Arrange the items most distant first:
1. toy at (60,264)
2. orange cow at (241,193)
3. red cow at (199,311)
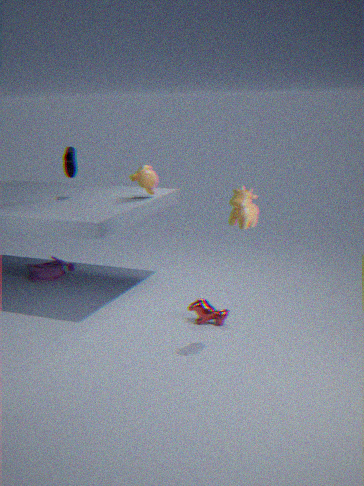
1. toy at (60,264)
2. red cow at (199,311)
3. orange cow at (241,193)
